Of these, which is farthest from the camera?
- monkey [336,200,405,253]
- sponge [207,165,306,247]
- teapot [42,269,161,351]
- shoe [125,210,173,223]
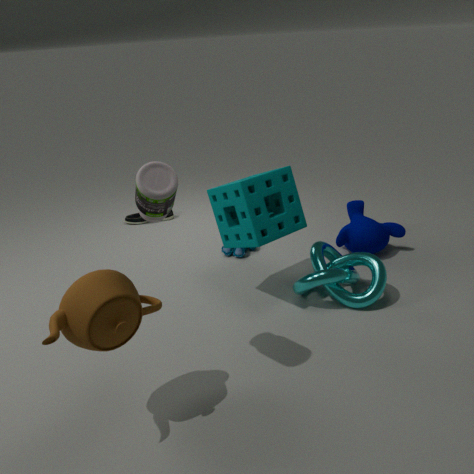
shoe [125,210,173,223]
